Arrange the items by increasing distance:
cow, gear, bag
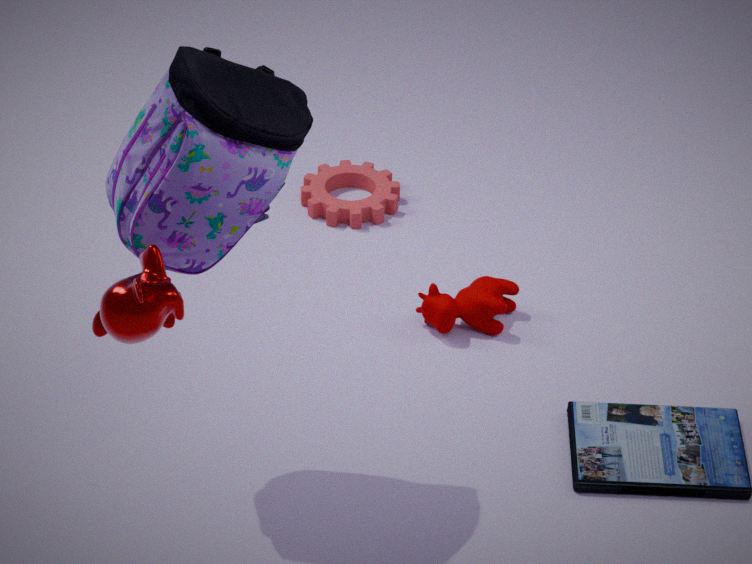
1. bag
2. cow
3. gear
